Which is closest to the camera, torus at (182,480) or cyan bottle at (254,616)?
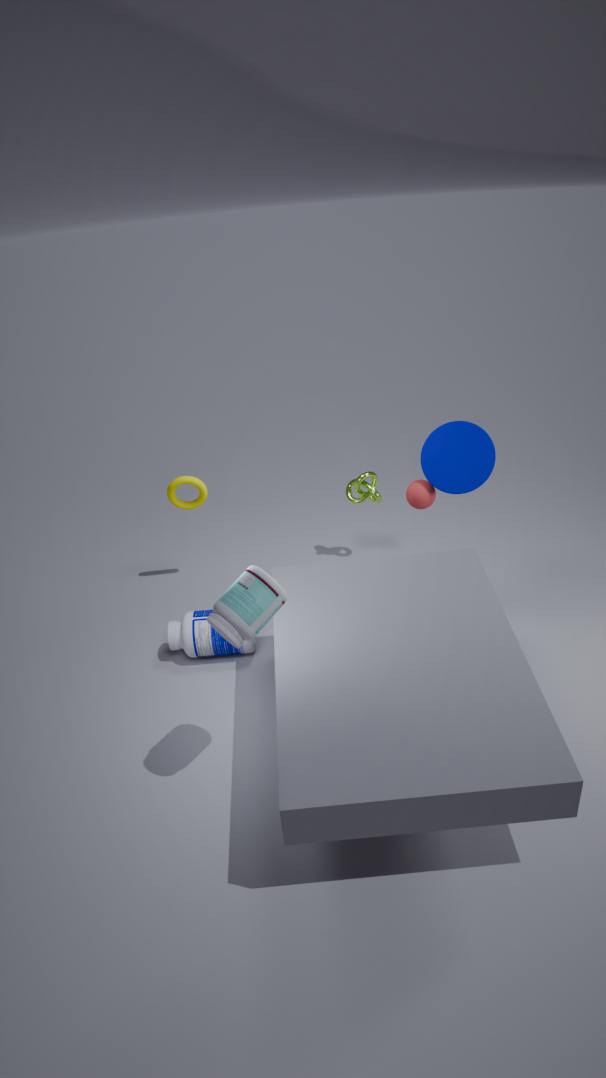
cyan bottle at (254,616)
